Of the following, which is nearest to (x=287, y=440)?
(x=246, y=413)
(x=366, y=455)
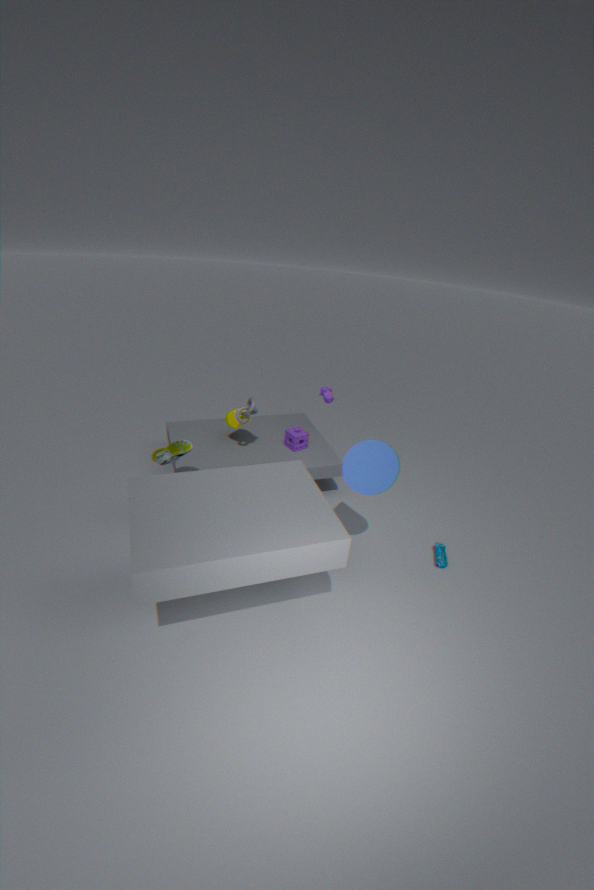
(x=246, y=413)
